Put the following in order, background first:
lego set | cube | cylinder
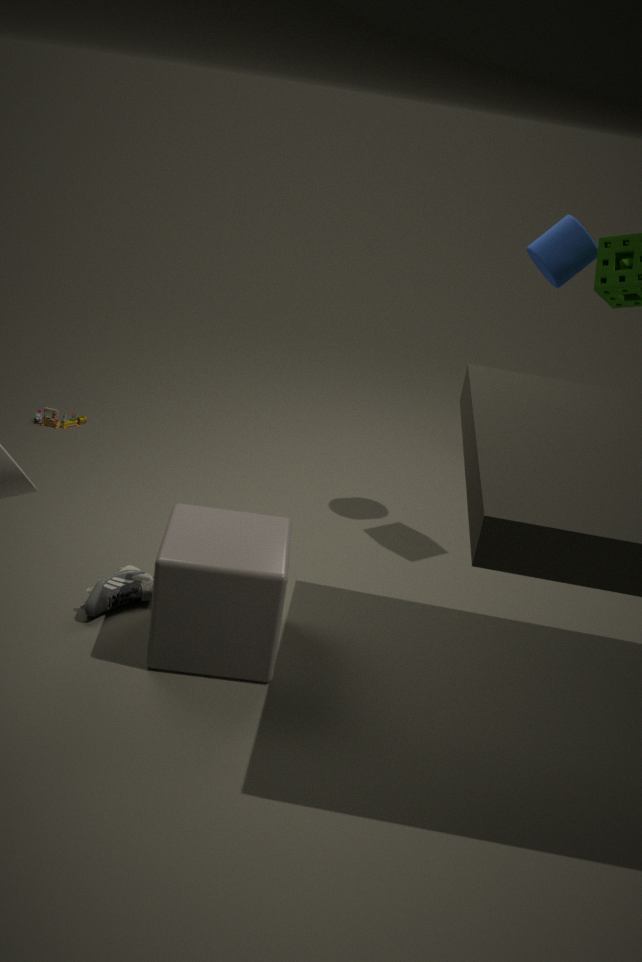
1. lego set
2. cylinder
3. cube
